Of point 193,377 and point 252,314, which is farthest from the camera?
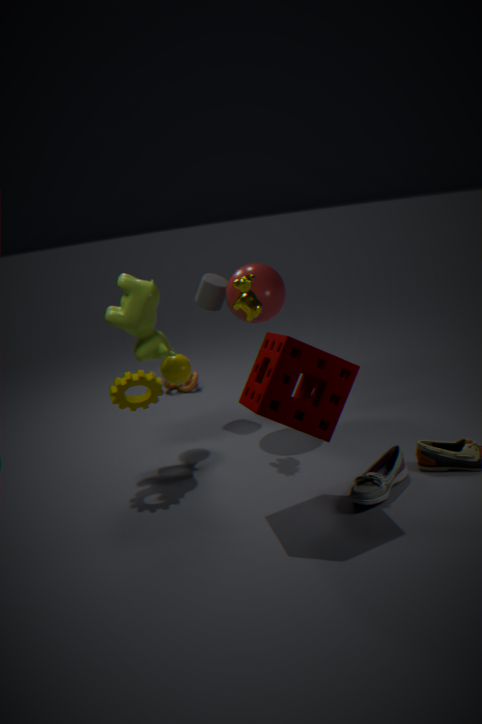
point 193,377
